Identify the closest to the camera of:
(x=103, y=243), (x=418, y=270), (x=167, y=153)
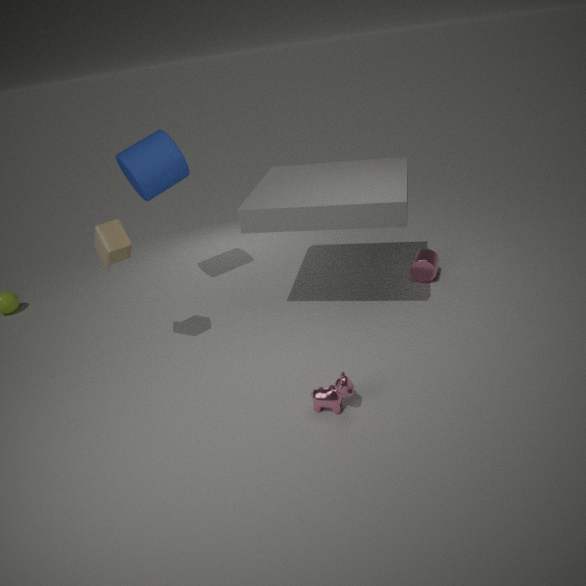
(x=103, y=243)
